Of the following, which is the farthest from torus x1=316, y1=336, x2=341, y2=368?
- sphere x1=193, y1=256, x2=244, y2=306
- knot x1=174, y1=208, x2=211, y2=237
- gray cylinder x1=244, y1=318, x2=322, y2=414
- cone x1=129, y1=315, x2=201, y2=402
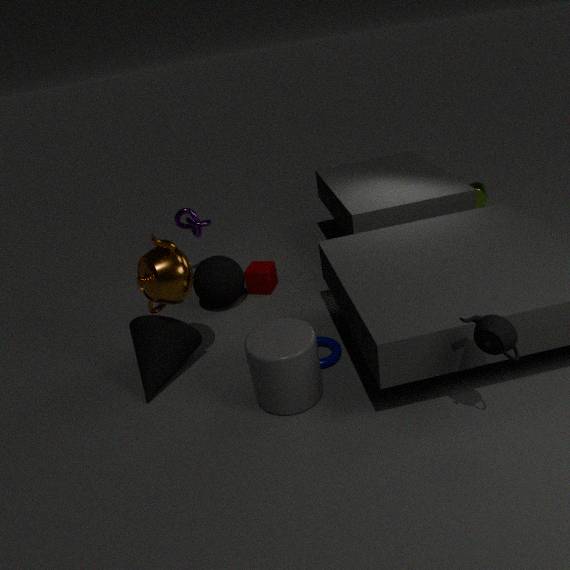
knot x1=174, y1=208, x2=211, y2=237
